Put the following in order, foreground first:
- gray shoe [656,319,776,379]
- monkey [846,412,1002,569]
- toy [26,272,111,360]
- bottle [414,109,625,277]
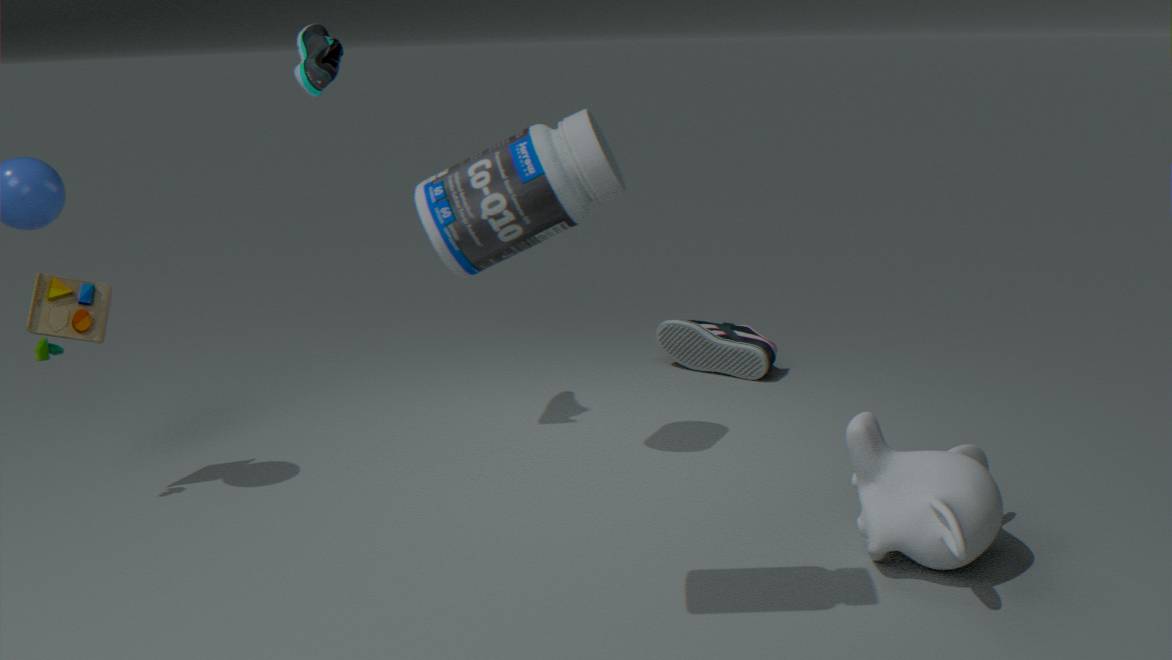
bottle [414,109,625,277]
monkey [846,412,1002,569]
toy [26,272,111,360]
gray shoe [656,319,776,379]
